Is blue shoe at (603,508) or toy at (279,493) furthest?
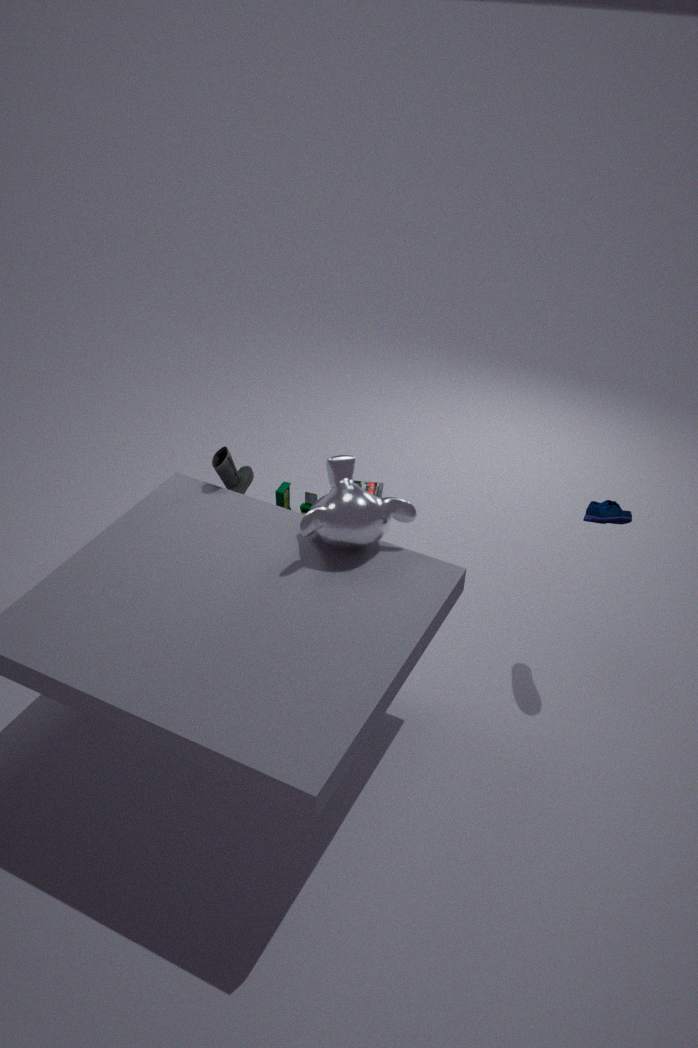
toy at (279,493)
